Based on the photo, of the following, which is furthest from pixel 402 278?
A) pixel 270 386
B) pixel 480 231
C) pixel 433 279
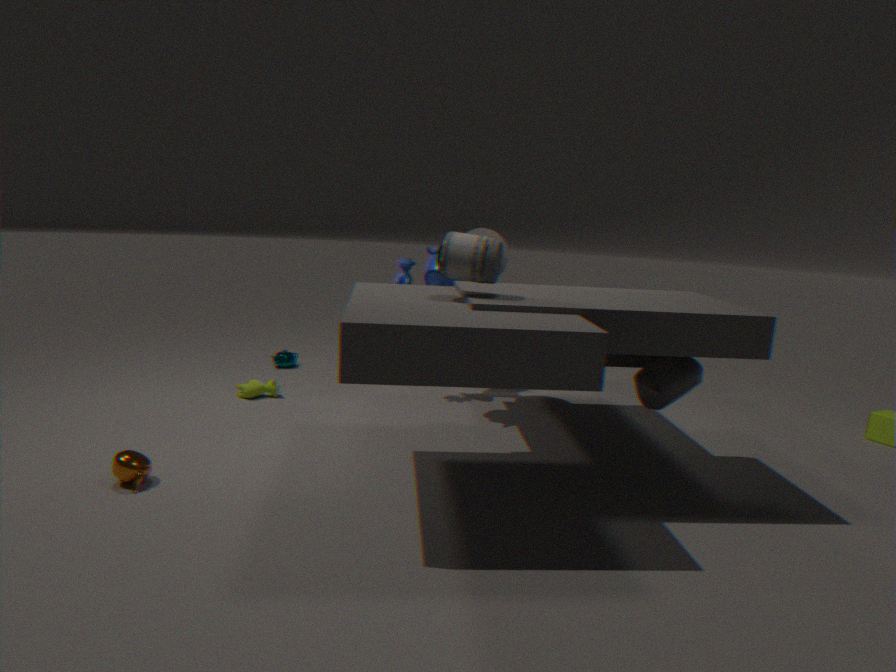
pixel 270 386
